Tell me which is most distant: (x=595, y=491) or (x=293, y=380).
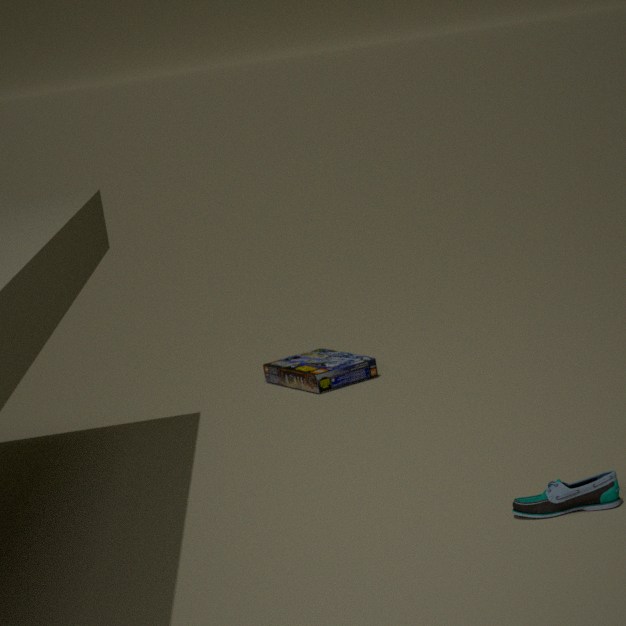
(x=293, y=380)
